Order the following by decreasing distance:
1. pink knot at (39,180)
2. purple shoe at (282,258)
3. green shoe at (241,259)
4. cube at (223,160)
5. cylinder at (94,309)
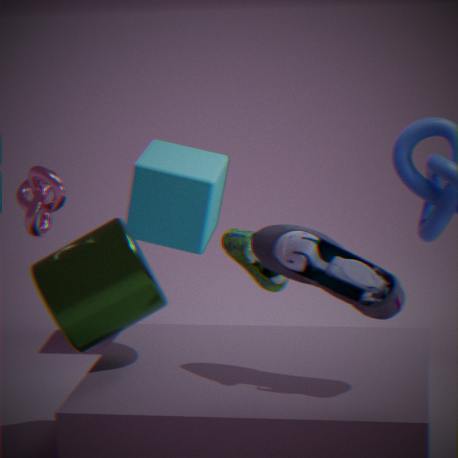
cube at (223,160) < green shoe at (241,259) < pink knot at (39,180) < cylinder at (94,309) < purple shoe at (282,258)
